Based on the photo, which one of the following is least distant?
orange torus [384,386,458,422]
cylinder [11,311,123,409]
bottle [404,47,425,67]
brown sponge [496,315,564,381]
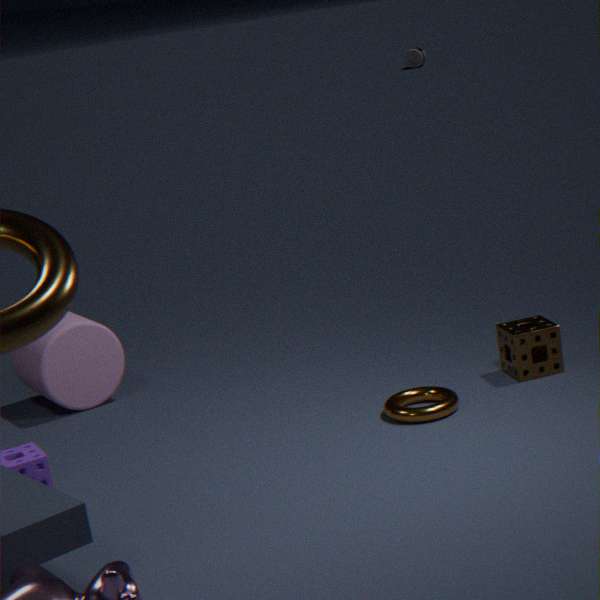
orange torus [384,386,458,422]
